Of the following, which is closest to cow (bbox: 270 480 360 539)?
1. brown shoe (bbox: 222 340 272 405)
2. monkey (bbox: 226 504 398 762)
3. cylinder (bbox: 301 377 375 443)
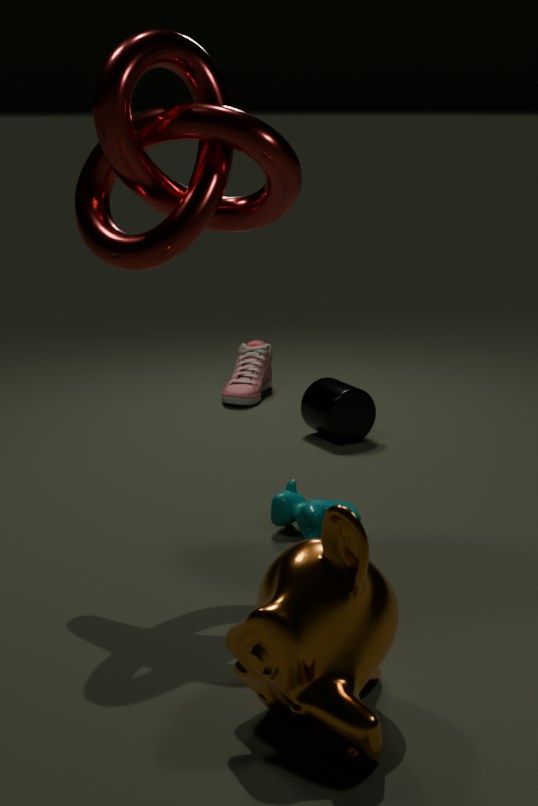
monkey (bbox: 226 504 398 762)
